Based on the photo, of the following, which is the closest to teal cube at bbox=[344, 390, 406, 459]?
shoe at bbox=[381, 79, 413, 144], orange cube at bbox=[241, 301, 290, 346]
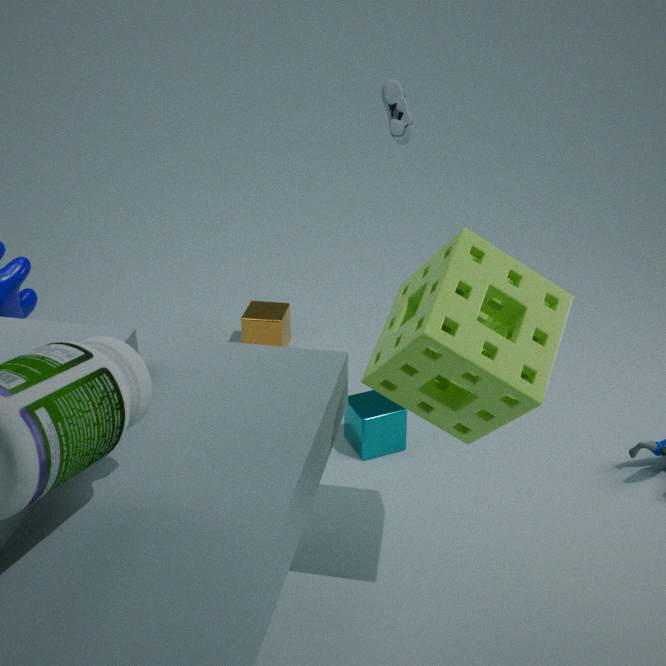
orange cube at bbox=[241, 301, 290, 346]
